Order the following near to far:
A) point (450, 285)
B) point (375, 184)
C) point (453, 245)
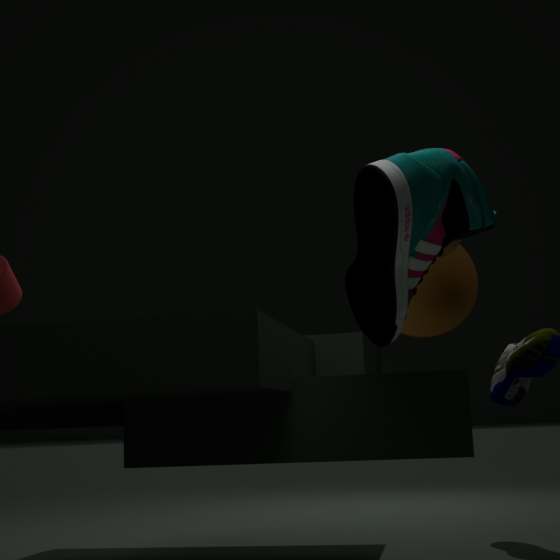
point (375, 184), point (453, 245), point (450, 285)
